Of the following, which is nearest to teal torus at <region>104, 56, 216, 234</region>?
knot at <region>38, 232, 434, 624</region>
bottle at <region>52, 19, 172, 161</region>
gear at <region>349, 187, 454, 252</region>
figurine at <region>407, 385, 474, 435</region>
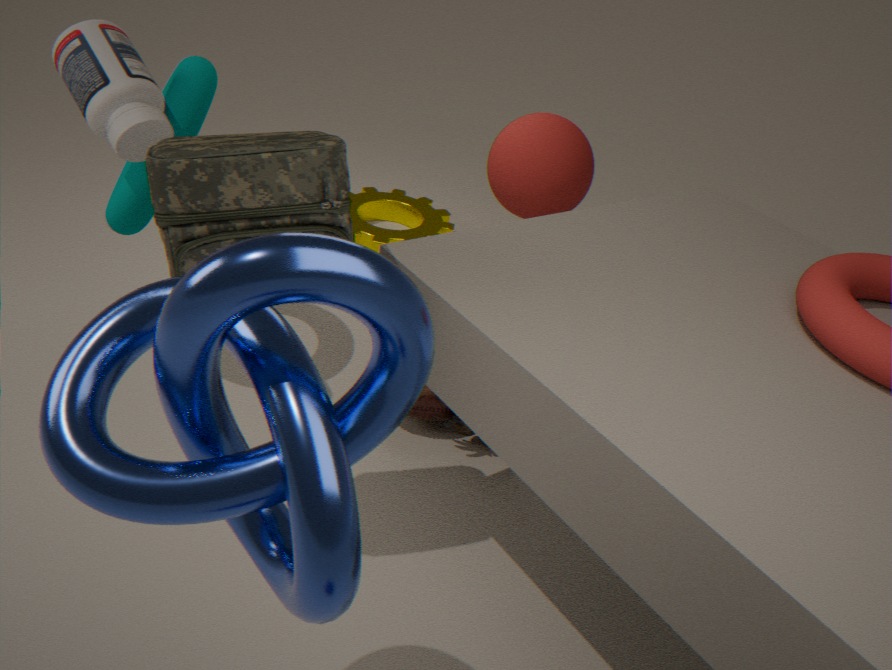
bottle at <region>52, 19, 172, 161</region>
